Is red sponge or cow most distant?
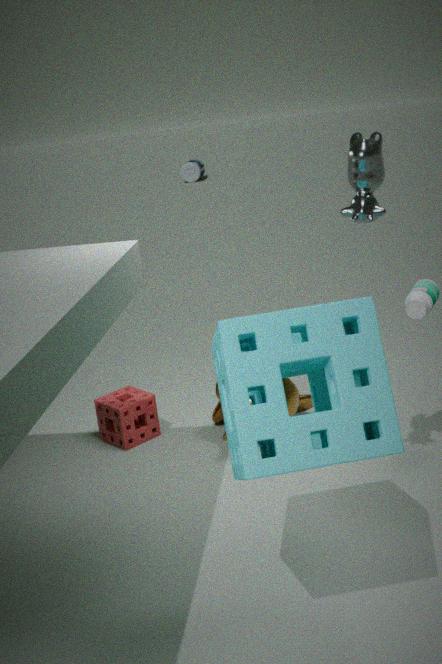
red sponge
